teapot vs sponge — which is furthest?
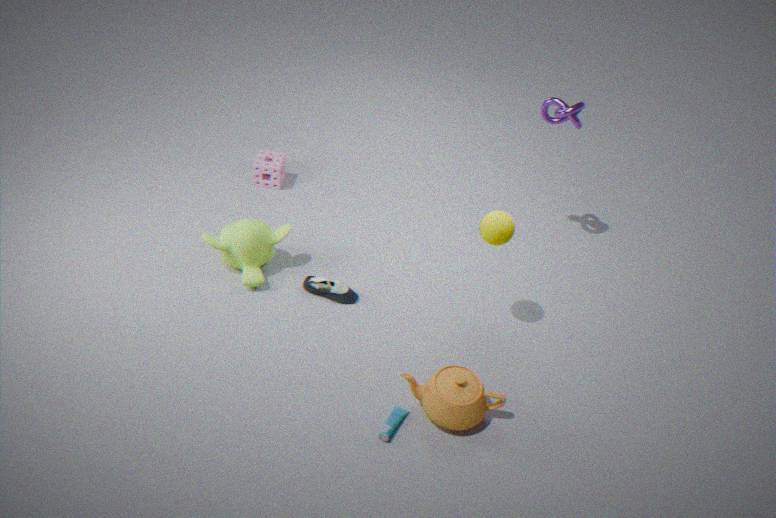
sponge
